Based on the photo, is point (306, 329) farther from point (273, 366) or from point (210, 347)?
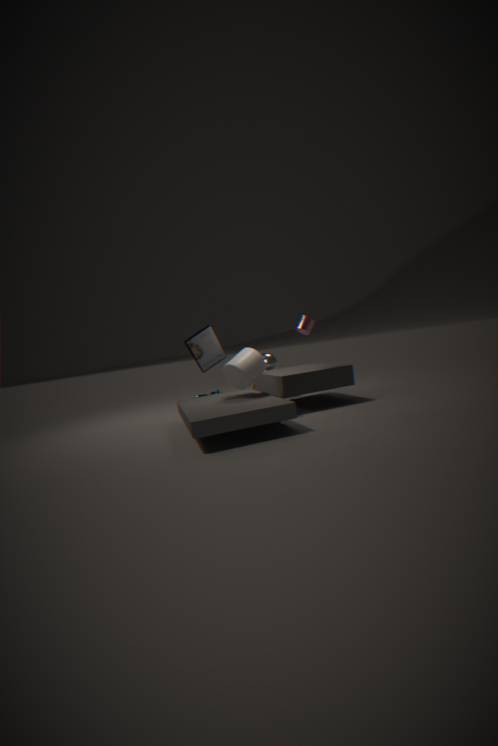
point (273, 366)
